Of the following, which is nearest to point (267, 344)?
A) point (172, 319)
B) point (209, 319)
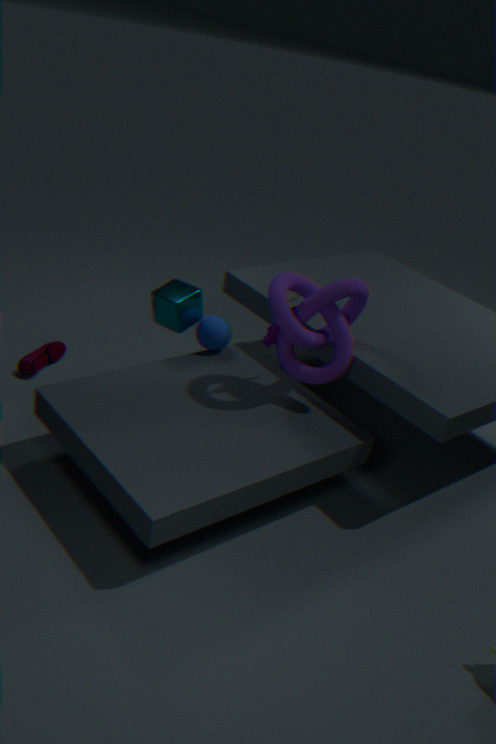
point (209, 319)
